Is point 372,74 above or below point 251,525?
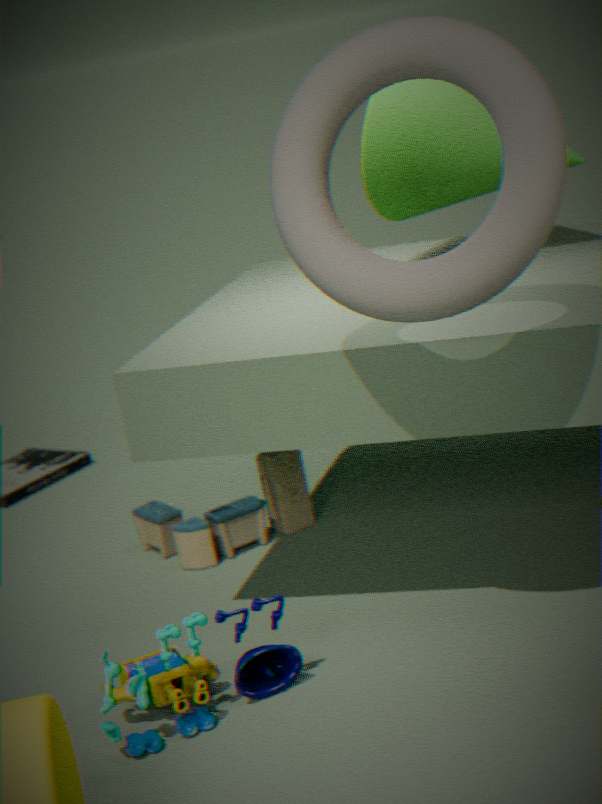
above
